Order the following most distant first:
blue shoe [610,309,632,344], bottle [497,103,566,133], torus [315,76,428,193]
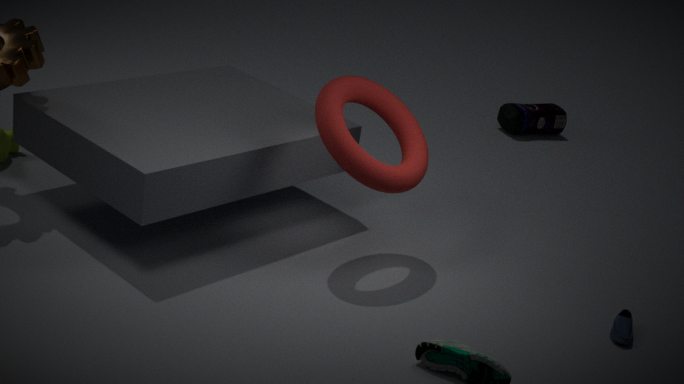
bottle [497,103,566,133] < blue shoe [610,309,632,344] < torus [315,76,428,193]
